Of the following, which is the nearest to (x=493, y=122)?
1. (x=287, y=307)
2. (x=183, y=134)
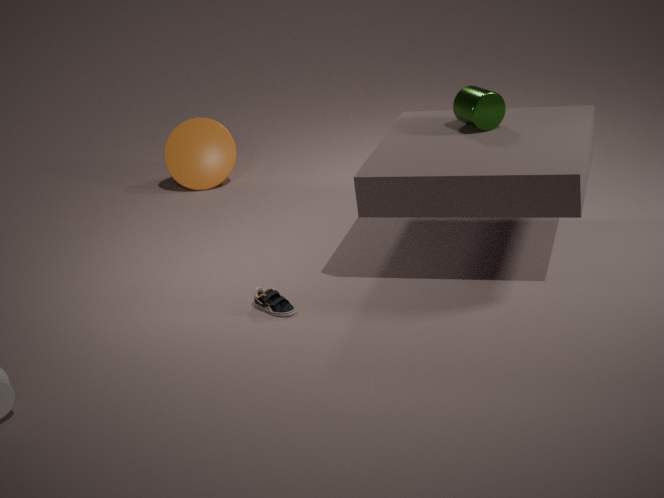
(x=287, y=307)
